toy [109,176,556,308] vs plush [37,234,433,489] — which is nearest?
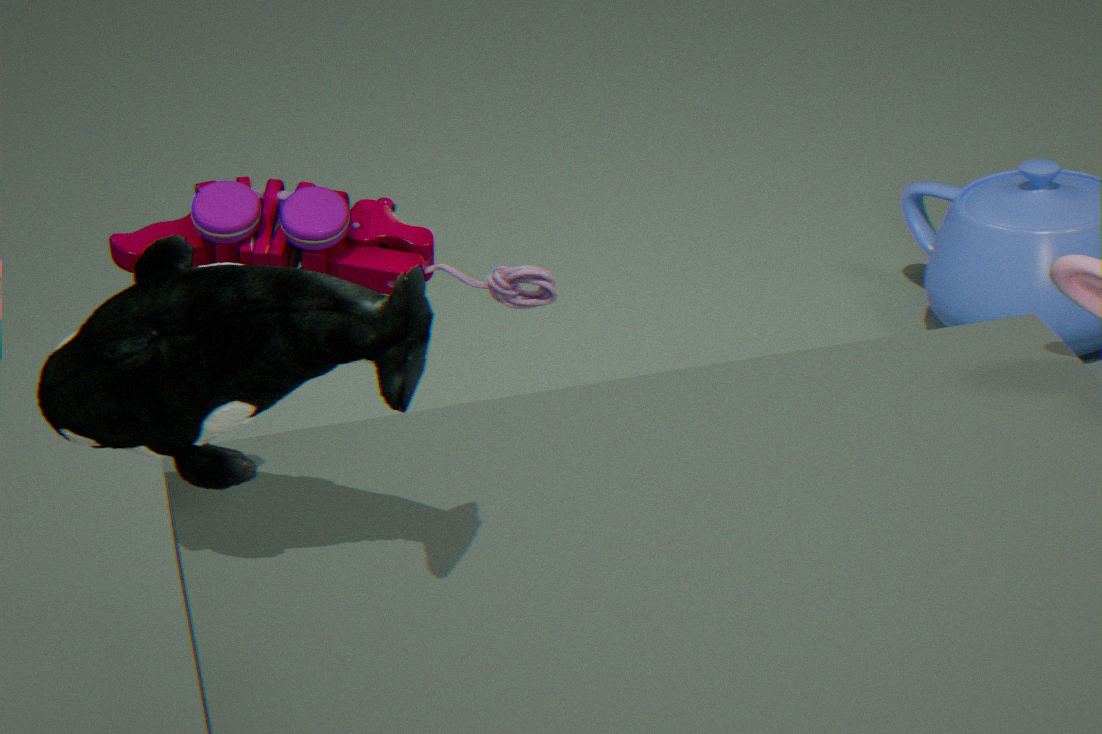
plush [37,234,433,489]
